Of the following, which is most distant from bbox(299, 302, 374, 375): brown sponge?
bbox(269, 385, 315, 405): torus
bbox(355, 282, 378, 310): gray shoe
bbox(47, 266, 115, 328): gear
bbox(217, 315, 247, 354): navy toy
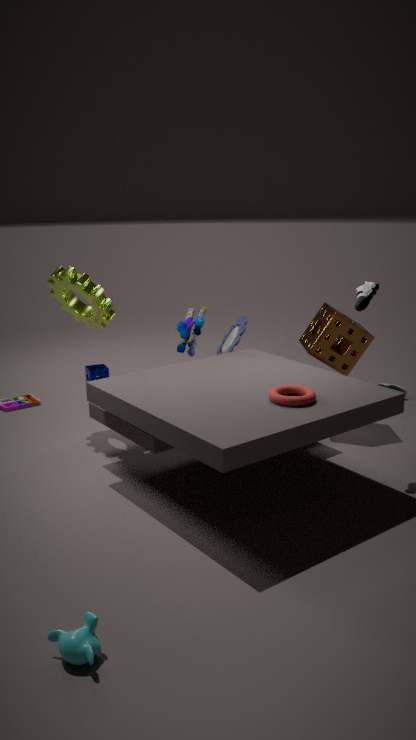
bbox(47, 266, 115, 328): gear
